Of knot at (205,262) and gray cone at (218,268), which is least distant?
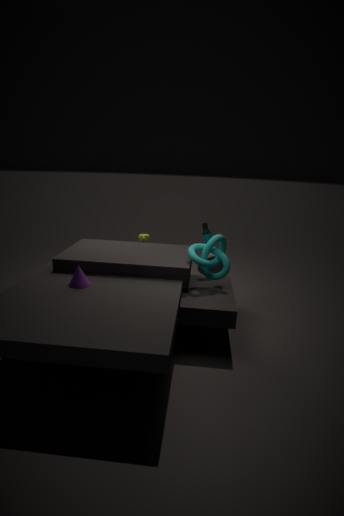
knot at (205,262)
